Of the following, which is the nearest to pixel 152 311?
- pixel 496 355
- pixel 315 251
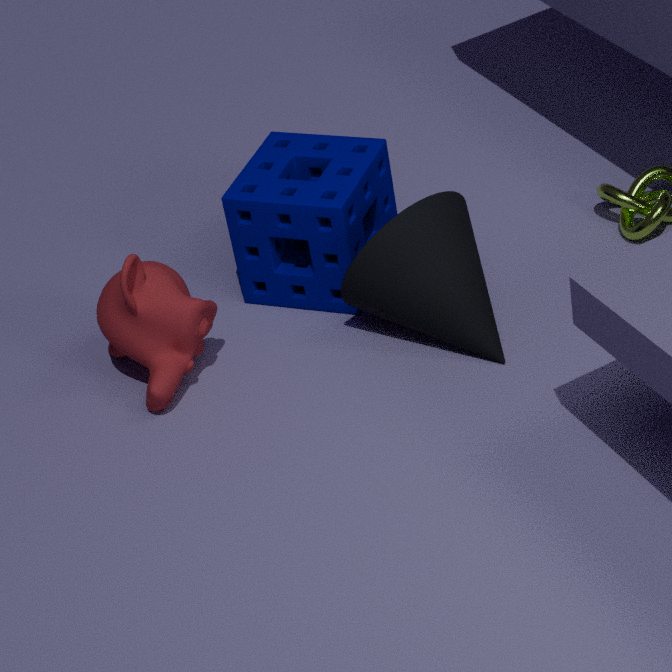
pixel 315 251
